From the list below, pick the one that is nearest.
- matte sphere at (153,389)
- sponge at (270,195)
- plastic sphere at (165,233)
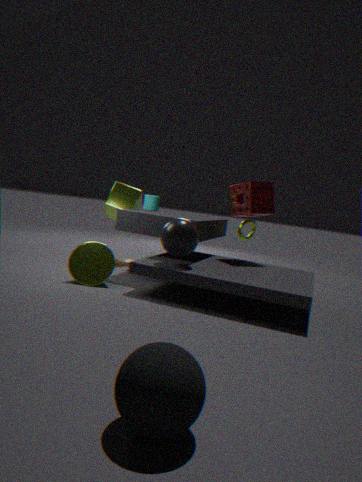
matte sphere at (153,389)
